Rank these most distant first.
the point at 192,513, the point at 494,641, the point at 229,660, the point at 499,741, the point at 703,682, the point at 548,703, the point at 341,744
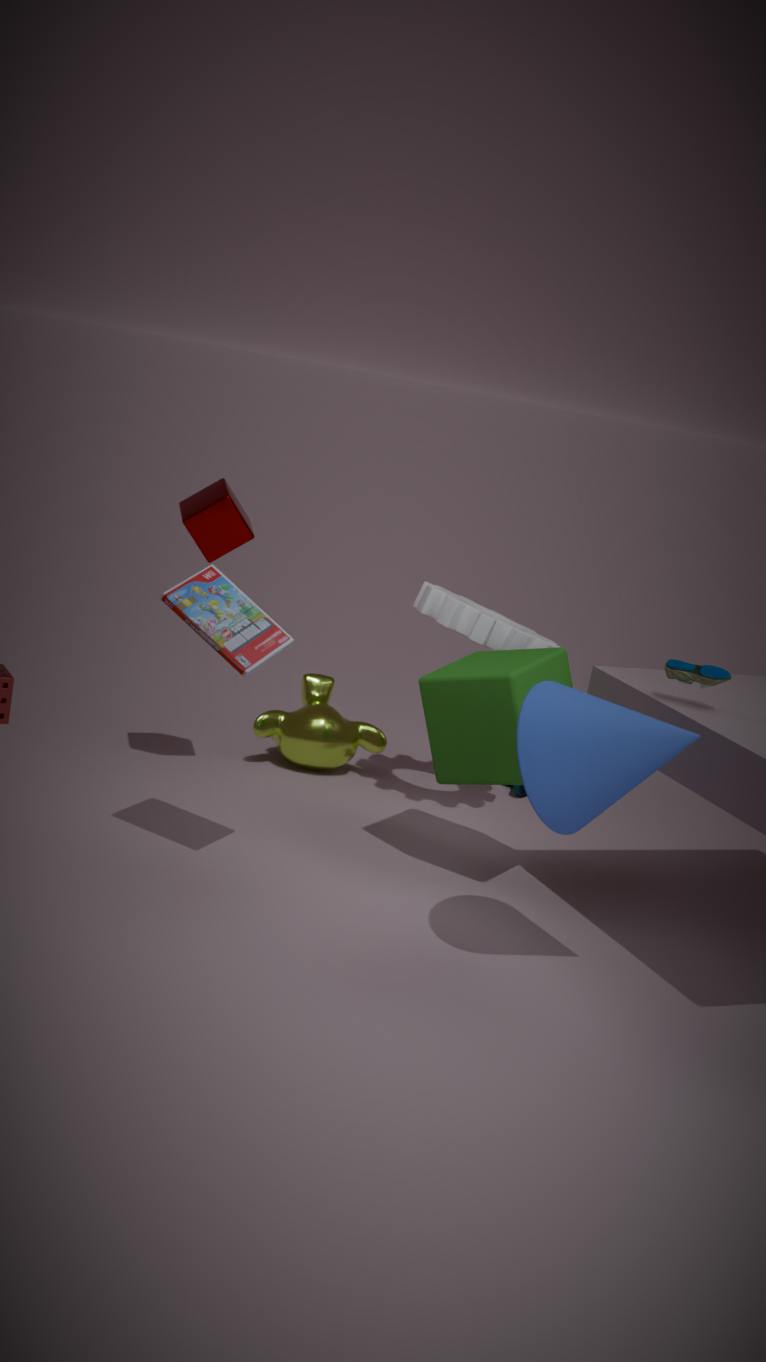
the point at 341,744, the point at 494,641, the point at 192,513, the point at 499,741, the point at 703,682, the point at 229,660, the point at 548,703
